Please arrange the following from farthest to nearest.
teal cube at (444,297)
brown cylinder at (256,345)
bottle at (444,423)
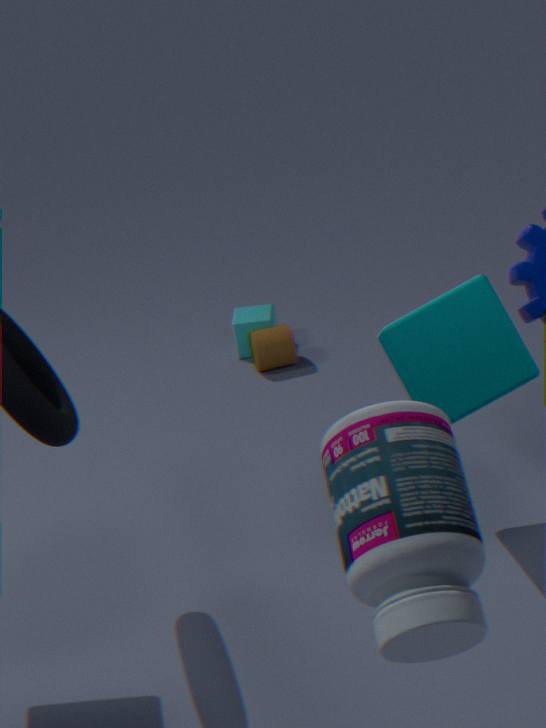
brown cylinder at (256,345)
teal cube at (444,297)
bottle at (444,423)
